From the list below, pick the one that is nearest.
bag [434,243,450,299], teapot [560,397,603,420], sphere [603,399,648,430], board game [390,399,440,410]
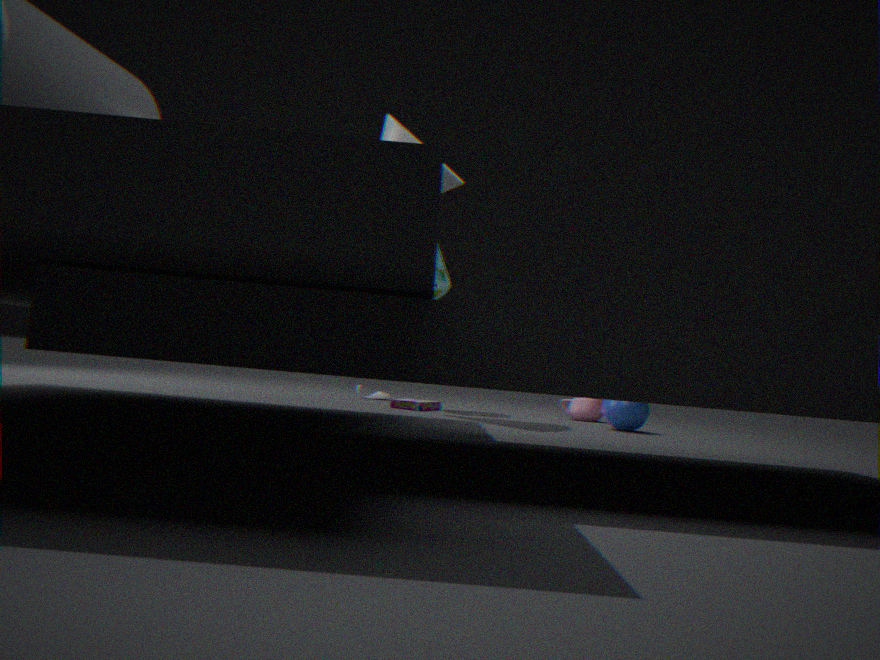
sphere [603,399,648,430]
